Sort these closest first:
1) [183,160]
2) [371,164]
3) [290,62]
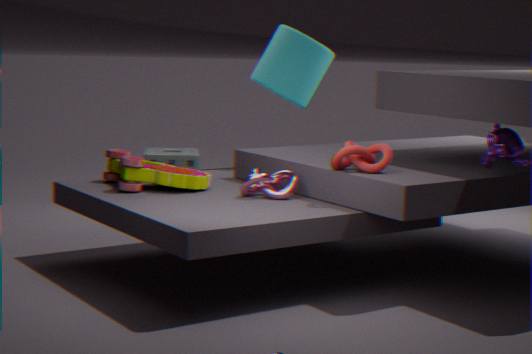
2. [371,164], 3. [290,62], 1. [183,160]
